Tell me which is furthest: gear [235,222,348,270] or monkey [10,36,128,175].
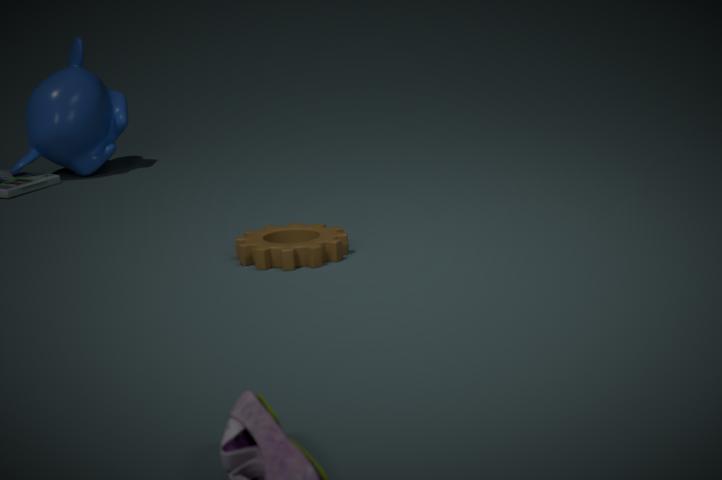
monkey [10,36,128,175]
